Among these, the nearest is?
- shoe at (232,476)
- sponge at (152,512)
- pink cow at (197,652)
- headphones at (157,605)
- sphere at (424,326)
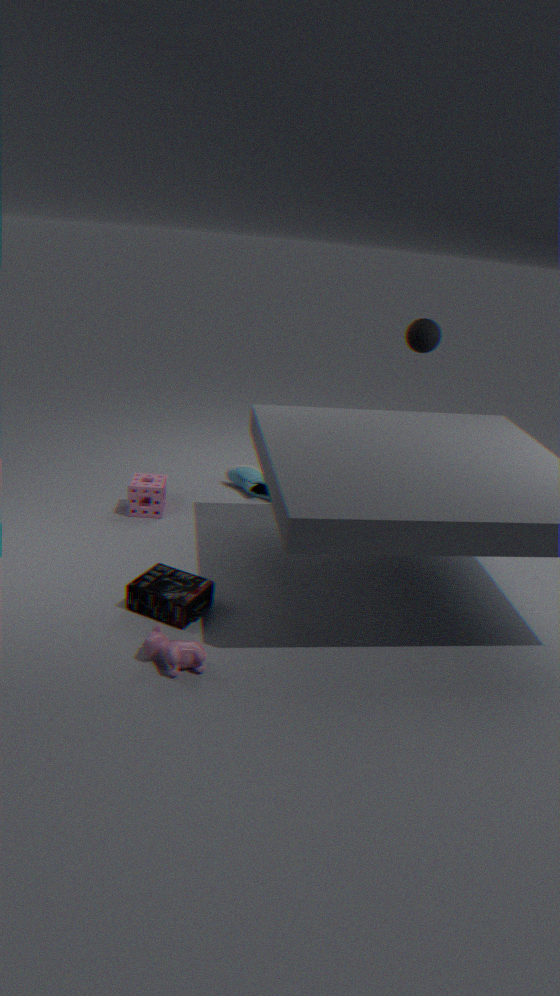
pink cow at (197,652)
